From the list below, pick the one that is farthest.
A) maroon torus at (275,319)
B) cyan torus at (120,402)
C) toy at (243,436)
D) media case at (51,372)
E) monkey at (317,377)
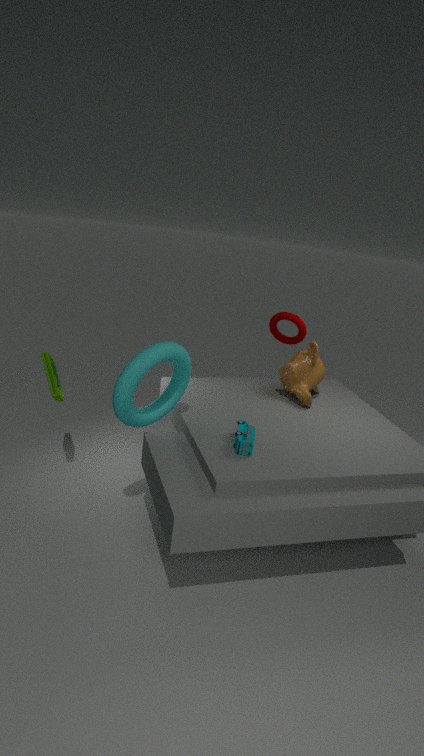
maroon torus at (275,319)
